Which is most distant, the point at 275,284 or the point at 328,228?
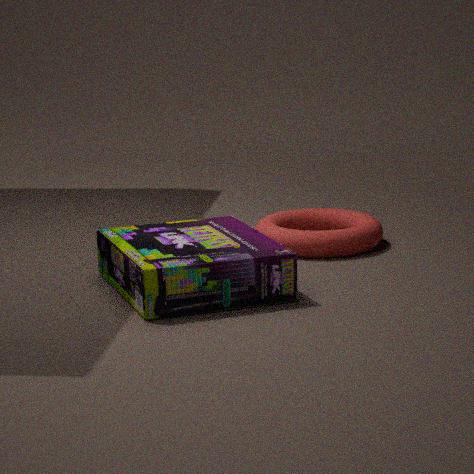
the point at 328,228
